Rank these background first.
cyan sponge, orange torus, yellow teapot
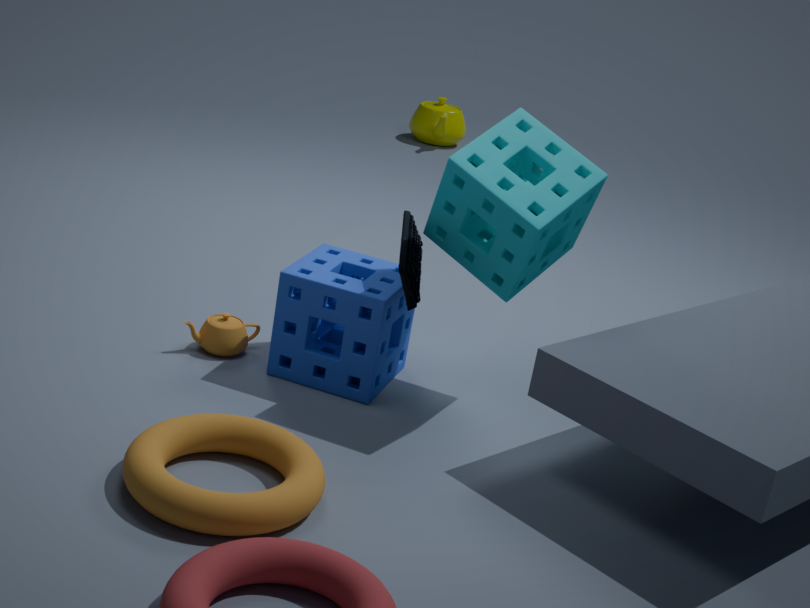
yellow teapot → cyan sponge → orange torus
